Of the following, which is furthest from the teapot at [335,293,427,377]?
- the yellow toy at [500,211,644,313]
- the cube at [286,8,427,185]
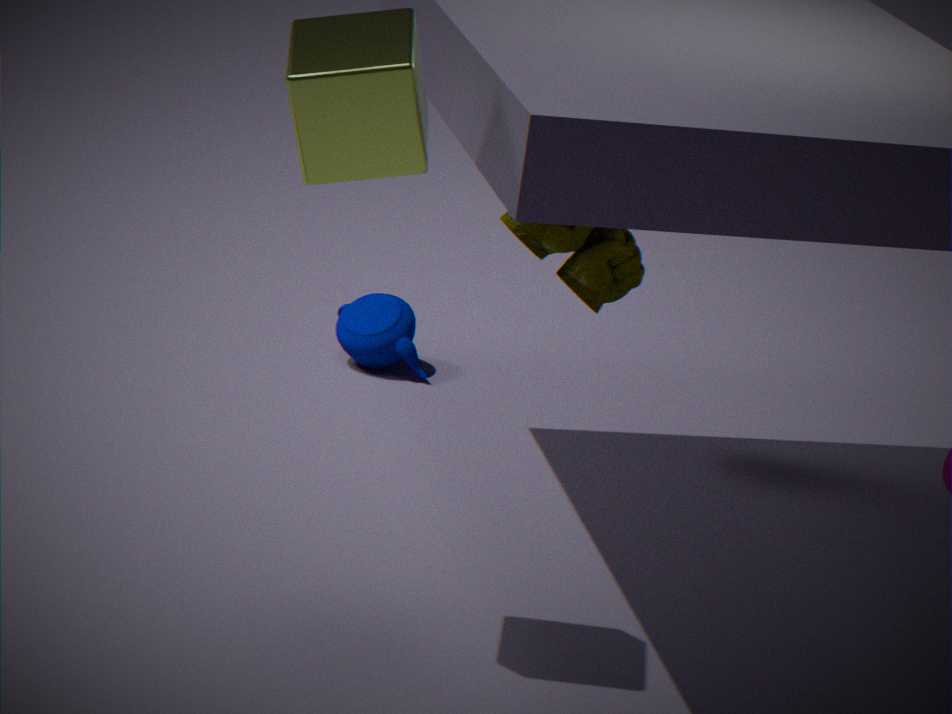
the cube at [286,8,427,185]
